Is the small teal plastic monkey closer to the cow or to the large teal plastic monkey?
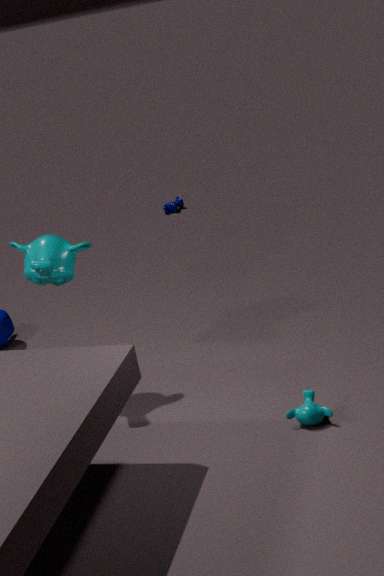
the large teal plastic monkey
